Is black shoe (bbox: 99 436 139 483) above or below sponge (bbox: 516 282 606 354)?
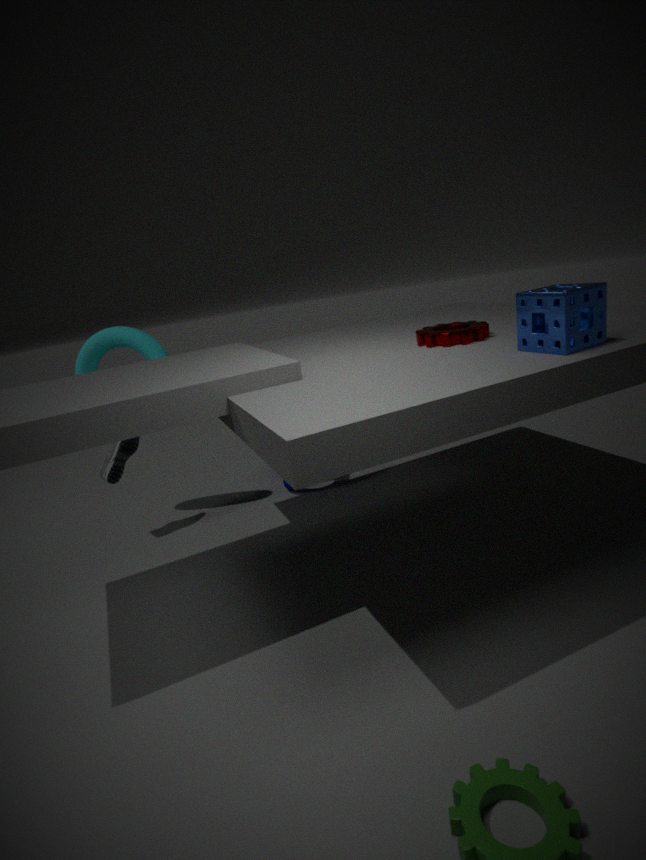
below
